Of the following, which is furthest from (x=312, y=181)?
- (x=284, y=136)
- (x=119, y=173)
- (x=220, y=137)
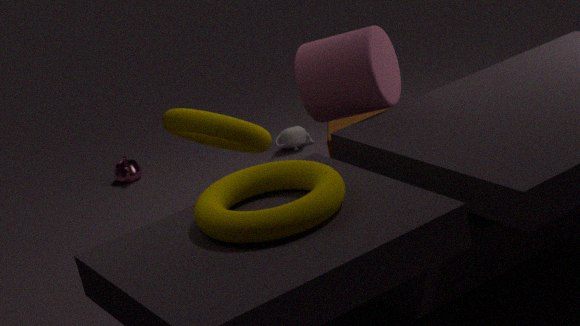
(x=119, y=173)
